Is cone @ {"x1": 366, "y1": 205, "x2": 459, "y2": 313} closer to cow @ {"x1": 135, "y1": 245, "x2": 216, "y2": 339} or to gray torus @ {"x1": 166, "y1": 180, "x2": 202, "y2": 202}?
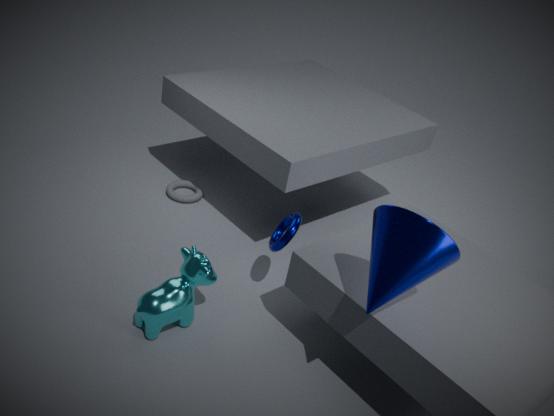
cow @ {"x1": 135, "y1": 245, "x2": 216, "y2": 339}
